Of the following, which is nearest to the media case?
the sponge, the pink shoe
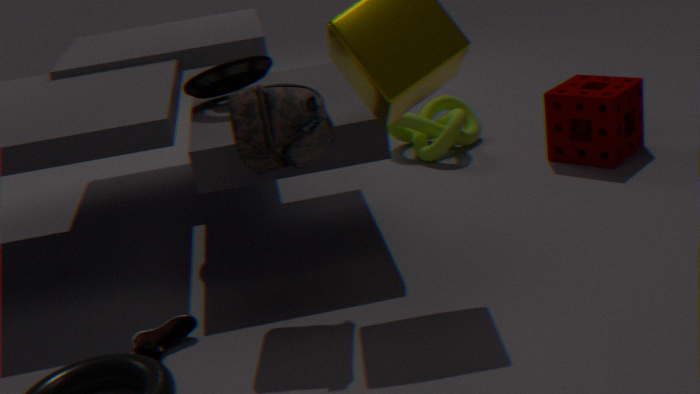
the pink shoe
